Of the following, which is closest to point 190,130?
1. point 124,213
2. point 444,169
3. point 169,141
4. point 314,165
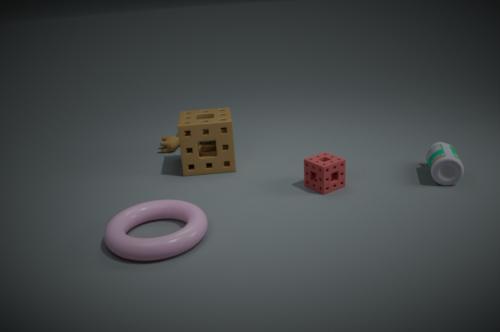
point 169,141
